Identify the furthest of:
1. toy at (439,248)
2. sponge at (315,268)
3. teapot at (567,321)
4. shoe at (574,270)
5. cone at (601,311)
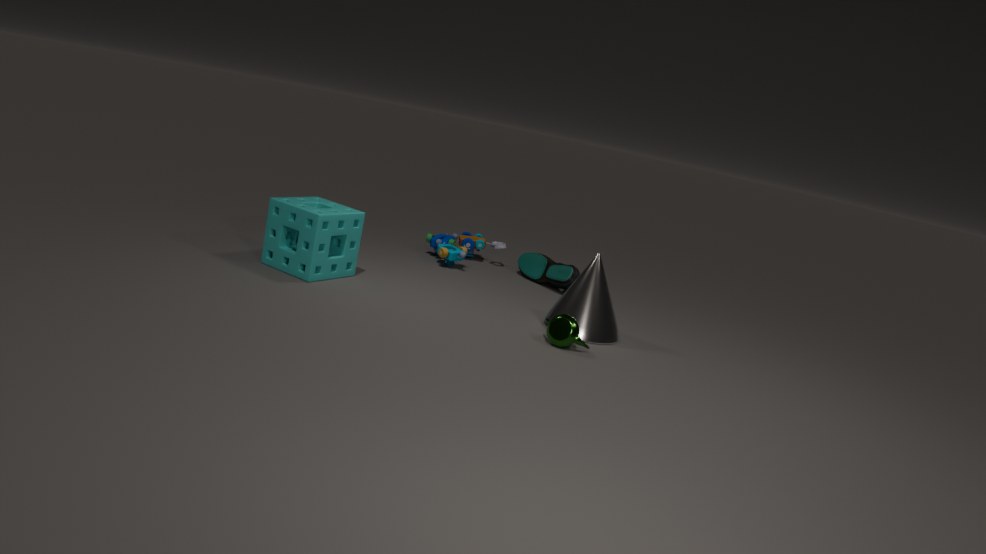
toy at (439,248)
